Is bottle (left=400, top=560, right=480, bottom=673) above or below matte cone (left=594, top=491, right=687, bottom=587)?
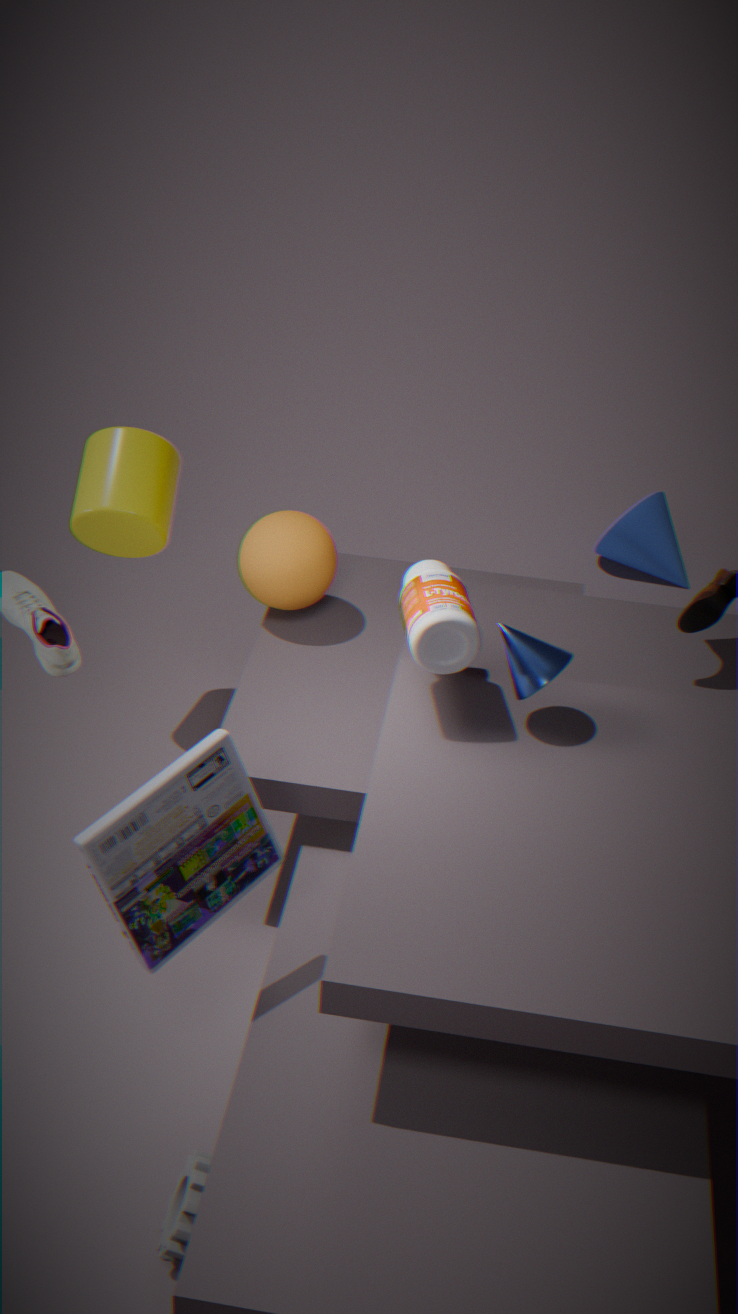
above
